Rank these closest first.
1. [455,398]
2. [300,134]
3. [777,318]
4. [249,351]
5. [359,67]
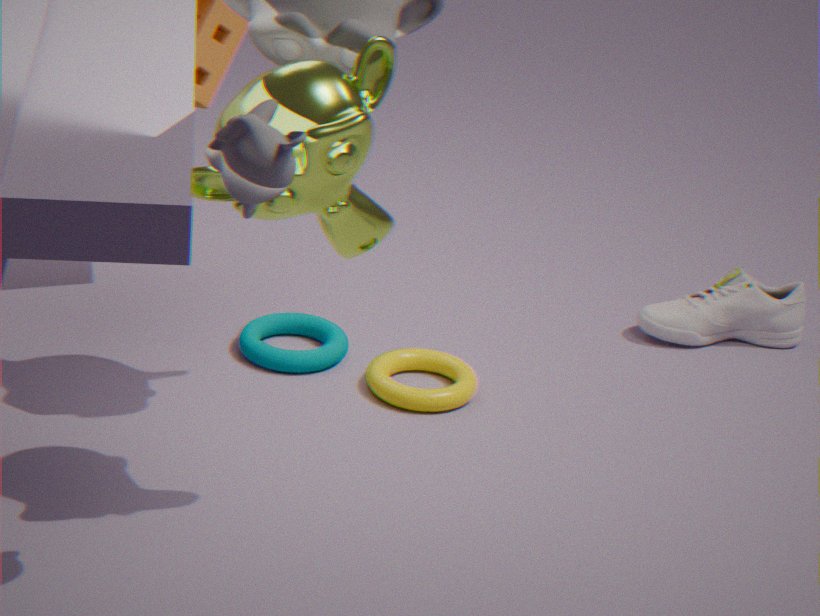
[300,134] → [359,67] → [455,398] → [249,351] → [777,318]
